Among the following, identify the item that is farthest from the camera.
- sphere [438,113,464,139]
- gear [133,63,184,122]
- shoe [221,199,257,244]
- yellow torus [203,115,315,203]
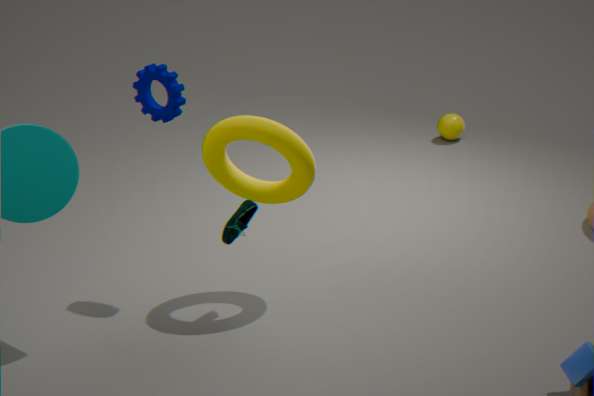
sphere [438,113,464,139]
